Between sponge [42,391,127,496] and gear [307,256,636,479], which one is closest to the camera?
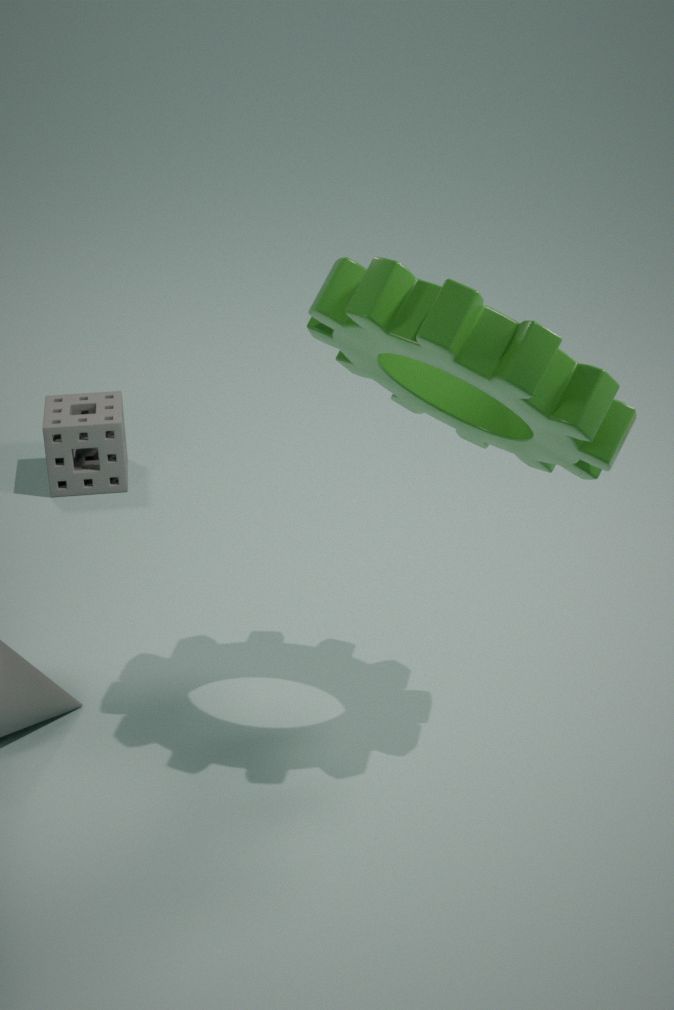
gear [307,256,636,479]
